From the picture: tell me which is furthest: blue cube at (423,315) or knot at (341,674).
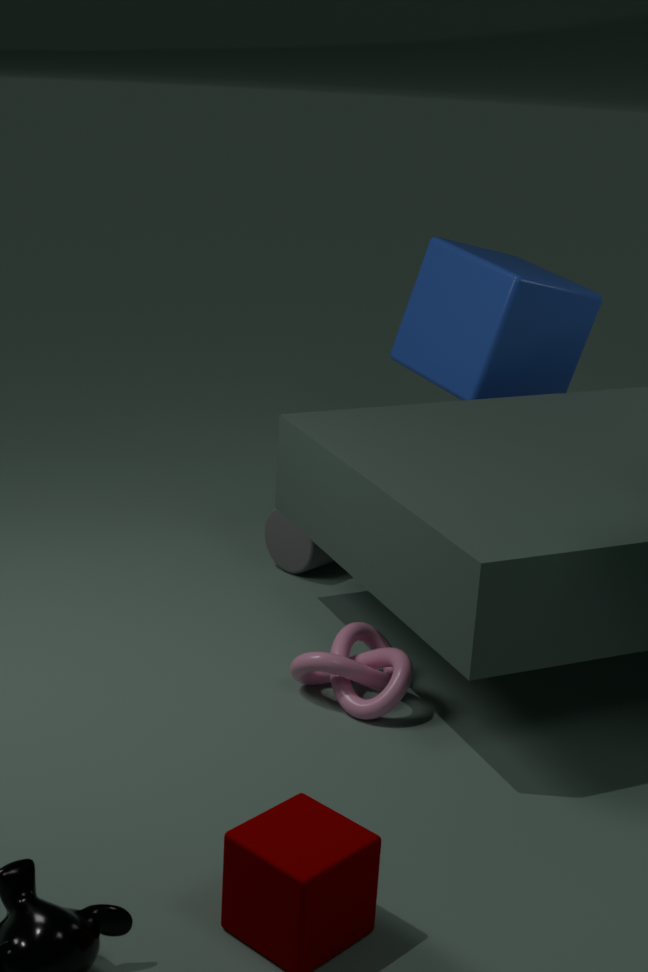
blue cube at (423,315)
